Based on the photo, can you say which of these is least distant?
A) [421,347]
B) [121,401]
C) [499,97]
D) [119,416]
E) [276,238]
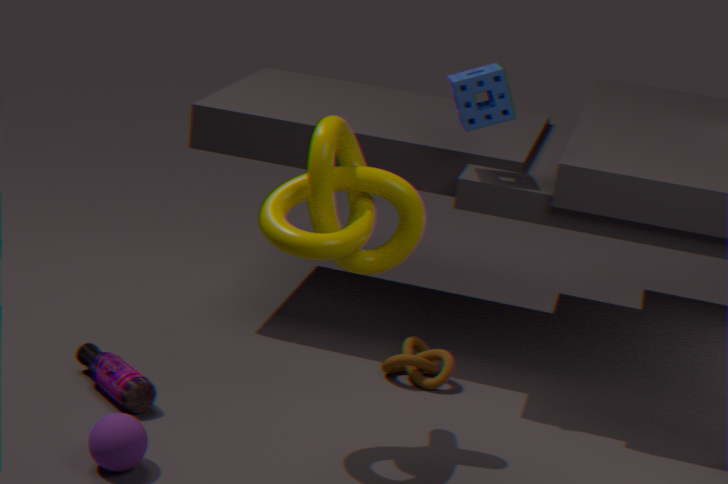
[119,416]
